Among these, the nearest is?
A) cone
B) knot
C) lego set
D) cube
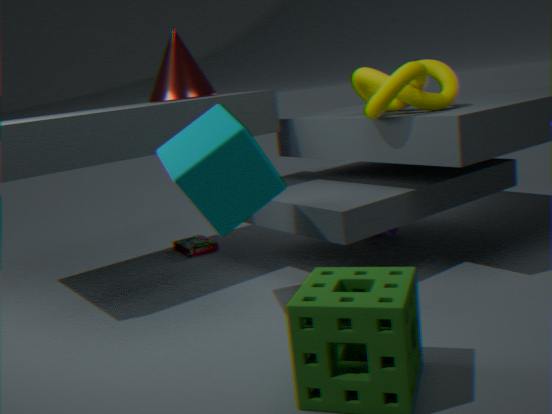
cube
